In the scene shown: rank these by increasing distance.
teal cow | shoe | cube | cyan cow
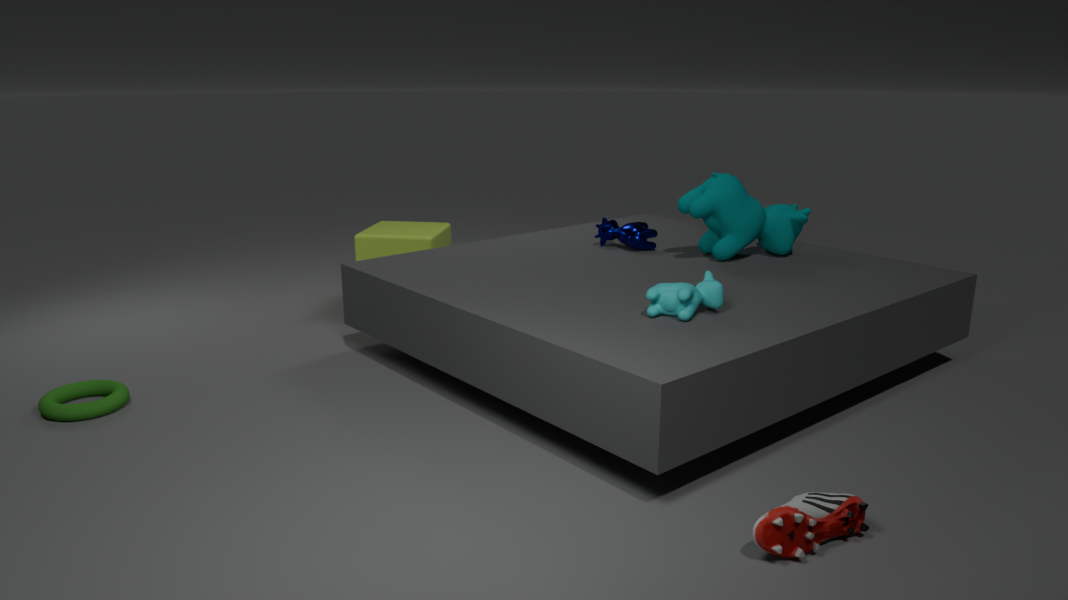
1. shoe
2. cyan cow
3. teal cow
4. cube
